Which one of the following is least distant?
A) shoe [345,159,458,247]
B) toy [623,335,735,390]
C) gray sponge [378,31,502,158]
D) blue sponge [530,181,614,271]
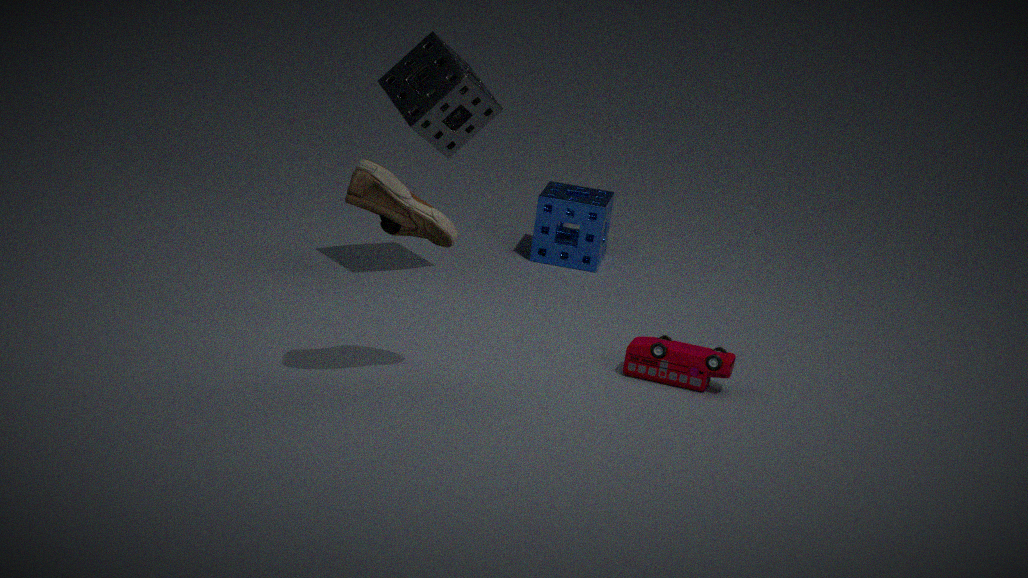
shoe [345,159,458,247]
